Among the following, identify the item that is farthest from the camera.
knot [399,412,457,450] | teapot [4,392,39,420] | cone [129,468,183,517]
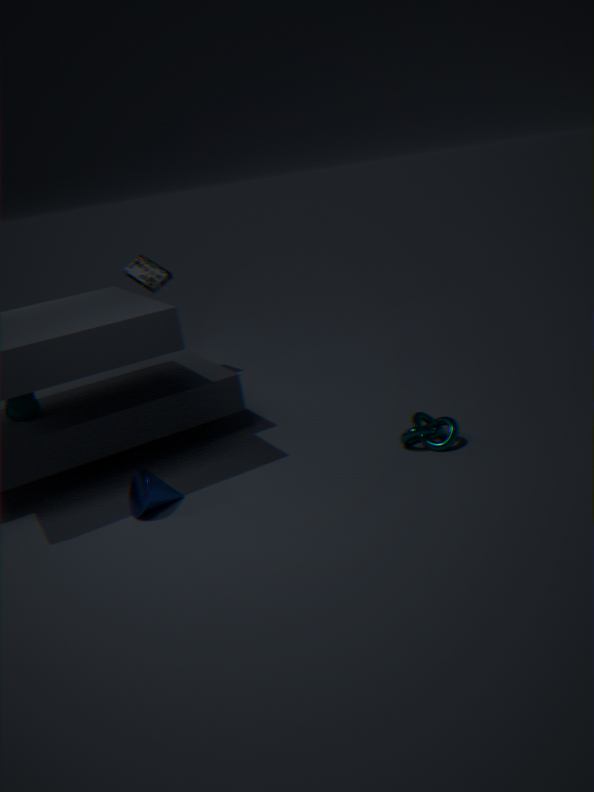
teapot [4,392,39,420]
